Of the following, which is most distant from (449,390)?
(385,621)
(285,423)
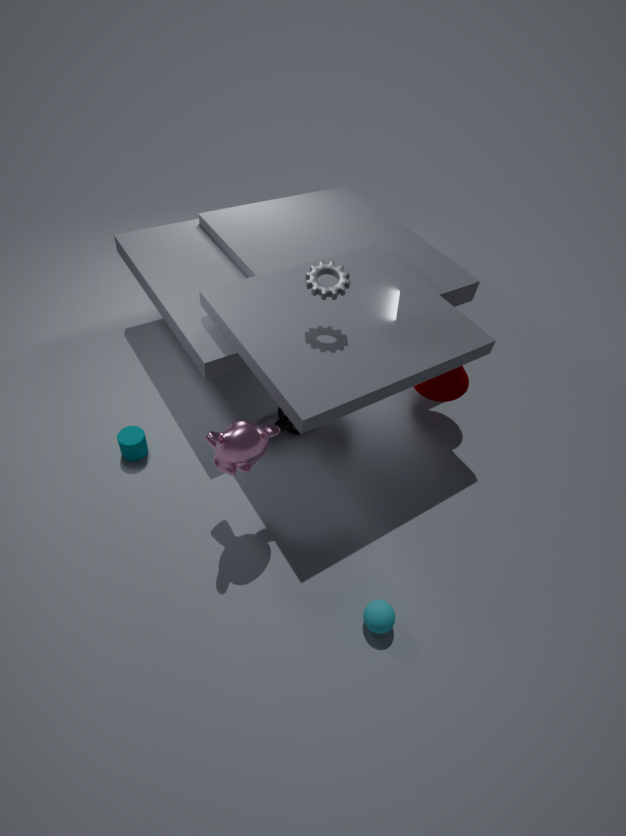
(385,621)
